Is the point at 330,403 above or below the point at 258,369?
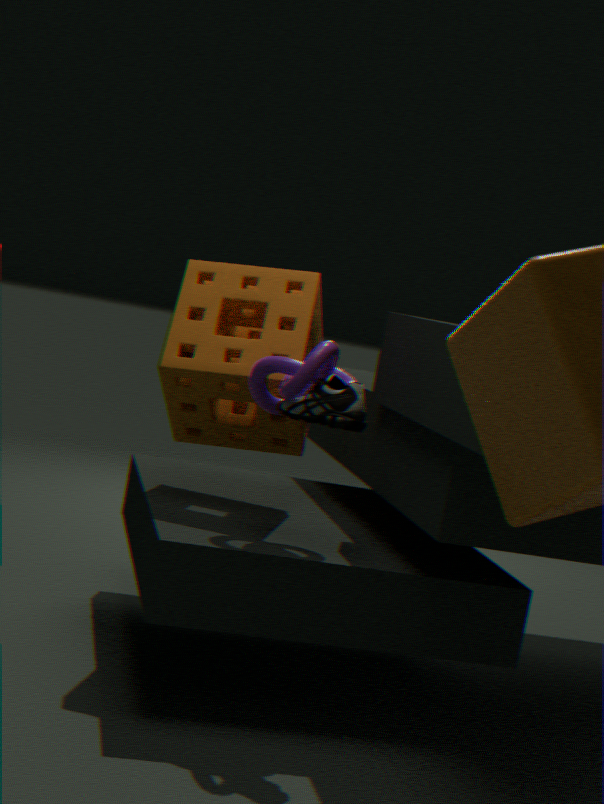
below
